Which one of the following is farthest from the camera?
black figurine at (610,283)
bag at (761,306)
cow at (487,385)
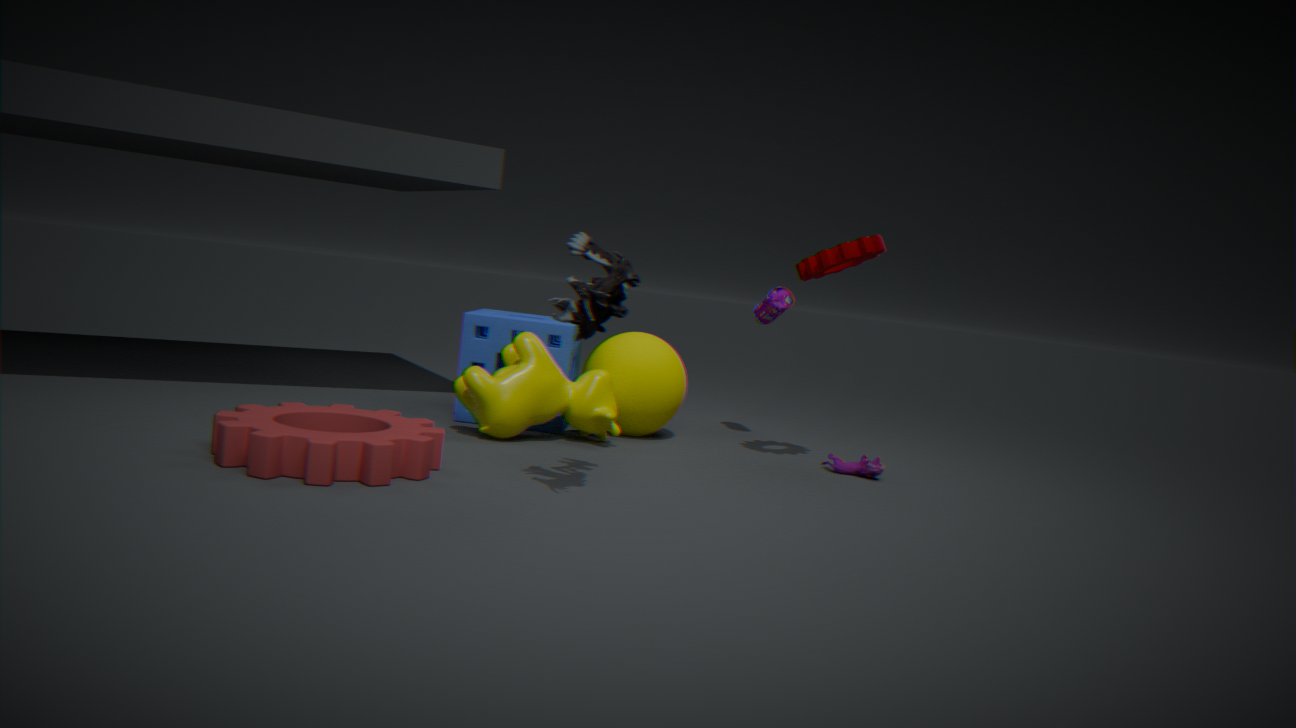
bag at (761,306)
